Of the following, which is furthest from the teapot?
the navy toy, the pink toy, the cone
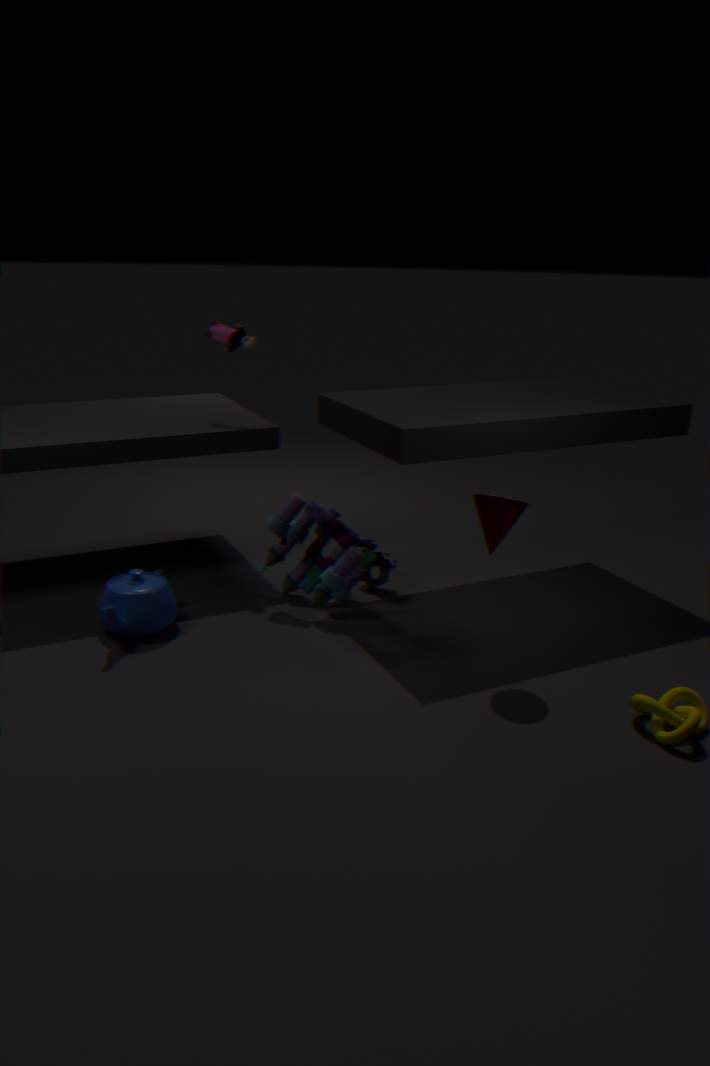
the cone
